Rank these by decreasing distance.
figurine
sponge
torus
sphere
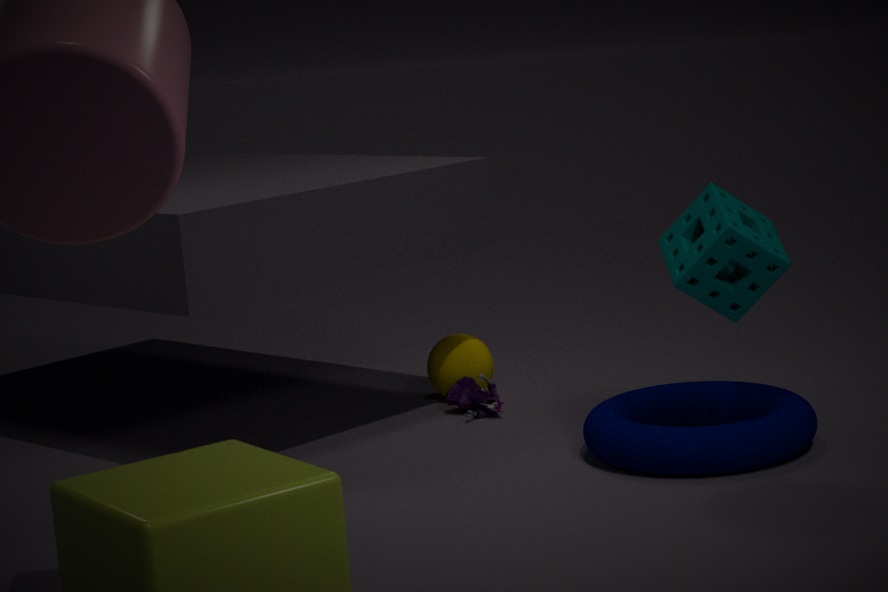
sphere
figurine
torus
sponge
